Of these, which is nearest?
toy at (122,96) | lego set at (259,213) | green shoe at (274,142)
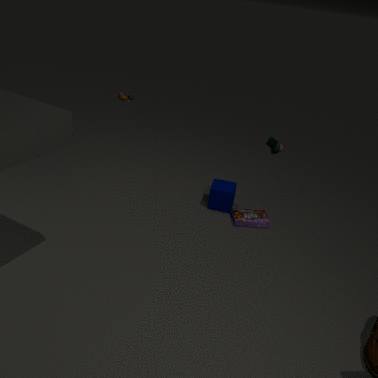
lego set at (259,213)
